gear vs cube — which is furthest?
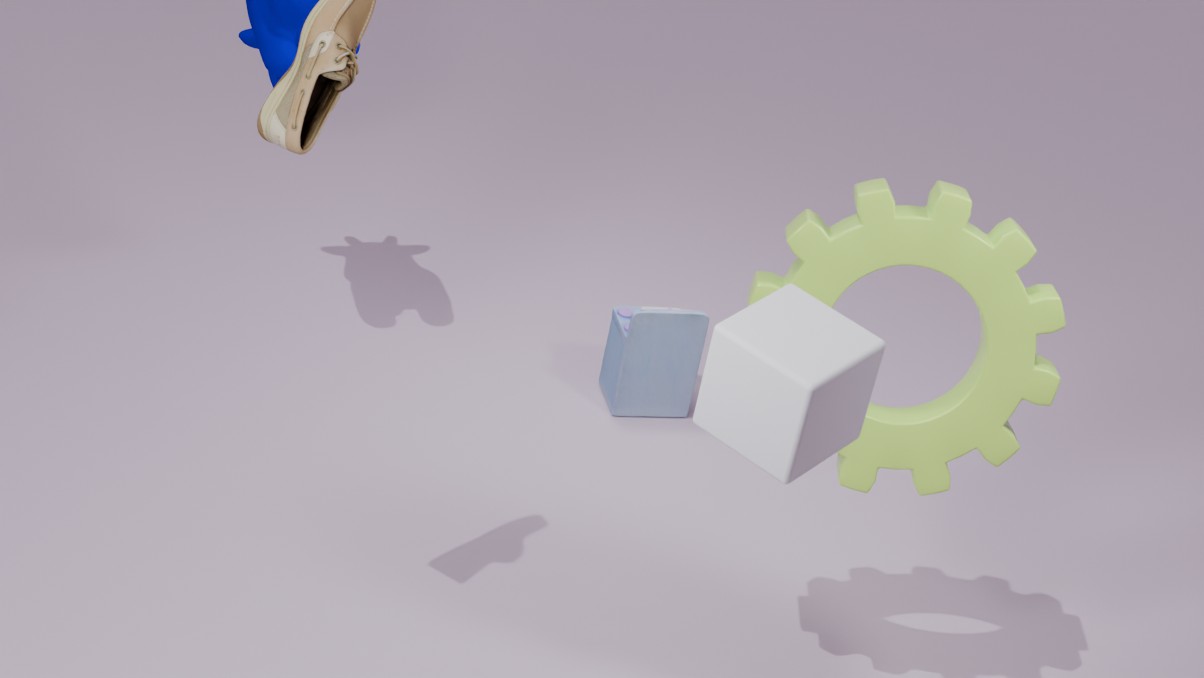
gear
